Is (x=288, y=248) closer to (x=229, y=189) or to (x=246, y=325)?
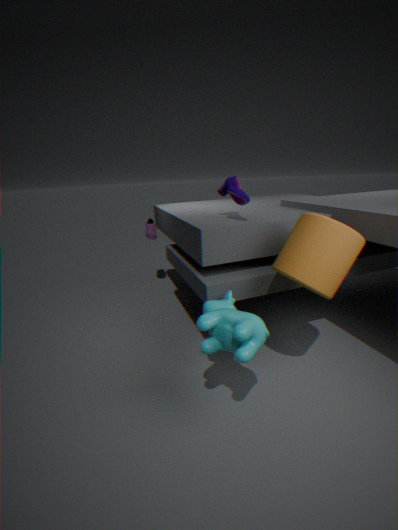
(x=246, y=325)
